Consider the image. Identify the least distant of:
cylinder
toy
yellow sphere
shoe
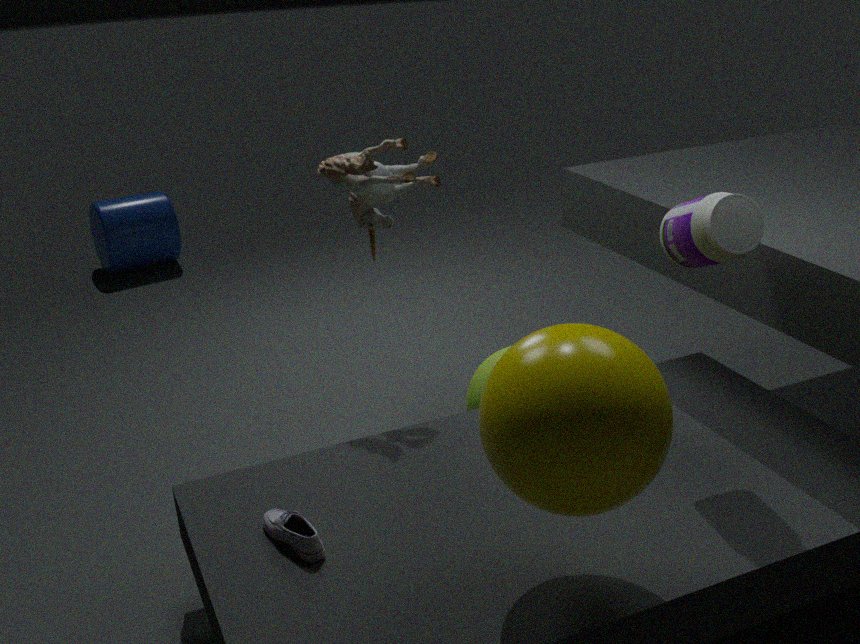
yellow sphere
